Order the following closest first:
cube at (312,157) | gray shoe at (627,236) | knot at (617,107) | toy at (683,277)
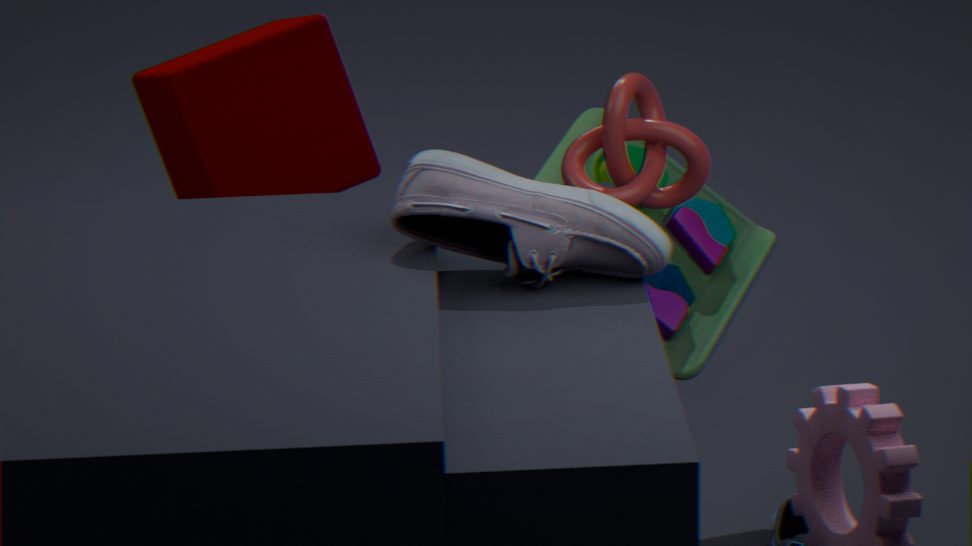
gray shoe at (627,236)
knot at (617,107)
cube at (312,157)
toy at (683,277)
